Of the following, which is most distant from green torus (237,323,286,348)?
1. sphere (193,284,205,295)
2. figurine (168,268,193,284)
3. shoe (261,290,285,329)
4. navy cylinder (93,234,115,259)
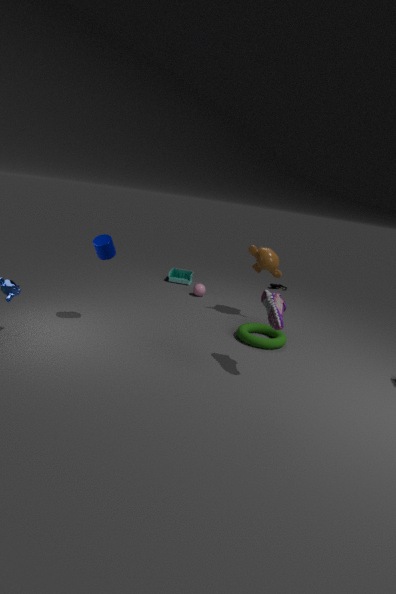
figurine (168,268,193,284)
